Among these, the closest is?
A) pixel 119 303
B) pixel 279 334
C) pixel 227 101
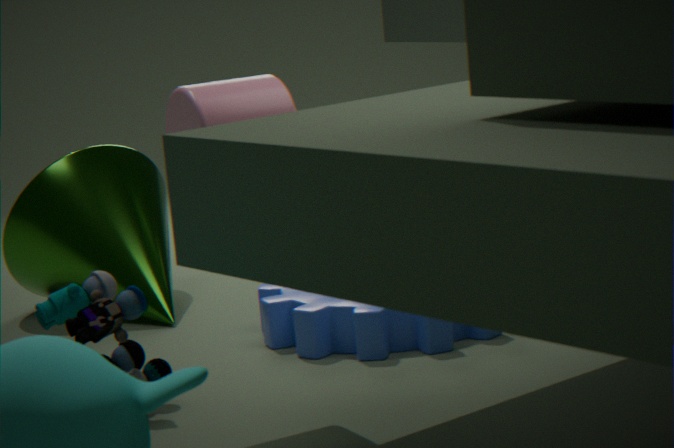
pixel 227 101
